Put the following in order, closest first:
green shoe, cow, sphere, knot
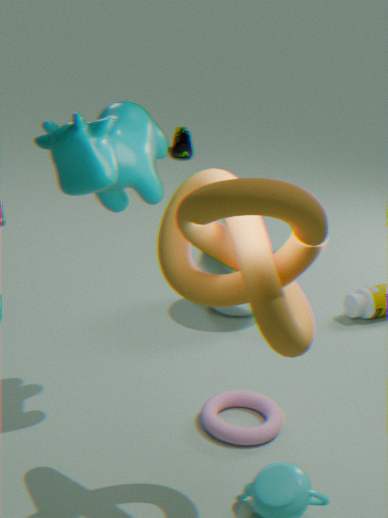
knot
cow
sphere
green shoe
